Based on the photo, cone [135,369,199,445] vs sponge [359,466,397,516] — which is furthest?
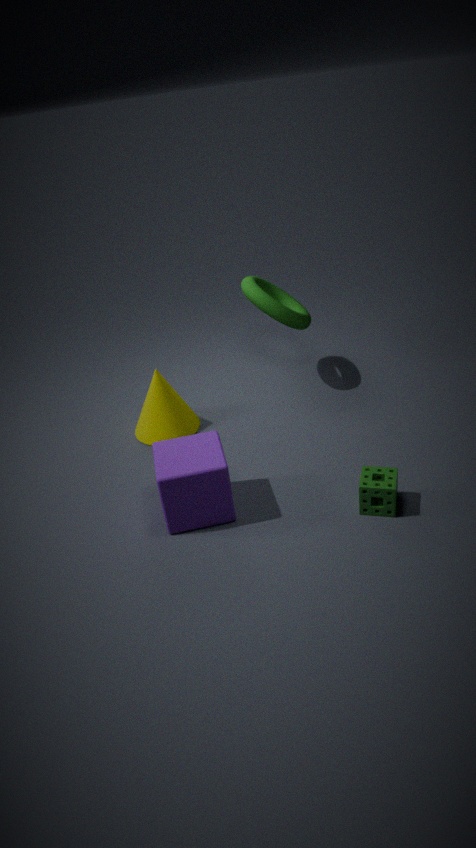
cone [135,369,199,445]
